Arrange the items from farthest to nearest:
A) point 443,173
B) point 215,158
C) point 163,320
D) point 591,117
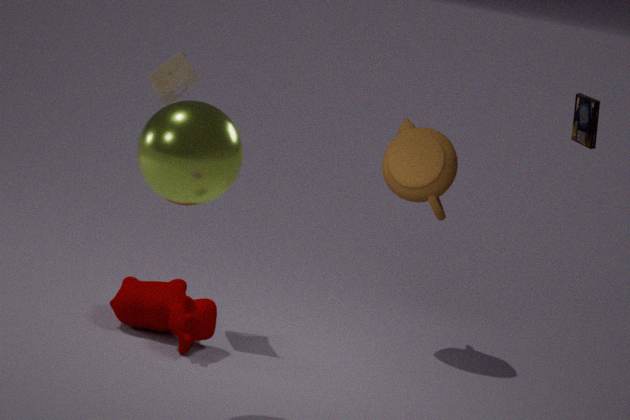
1. point 591,117
2. point 443,173
3. point 163,320
4. point 215,158
